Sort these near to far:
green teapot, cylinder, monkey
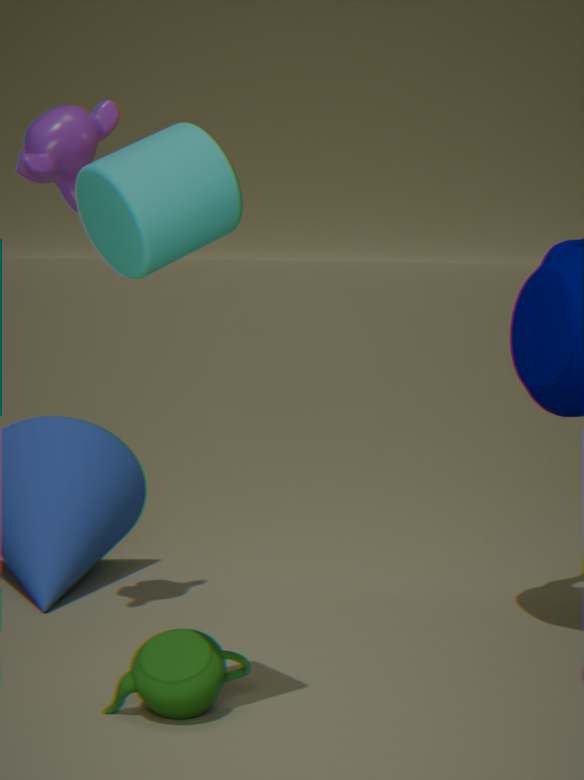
1. cylinder
2. green teapot
3. monkey
